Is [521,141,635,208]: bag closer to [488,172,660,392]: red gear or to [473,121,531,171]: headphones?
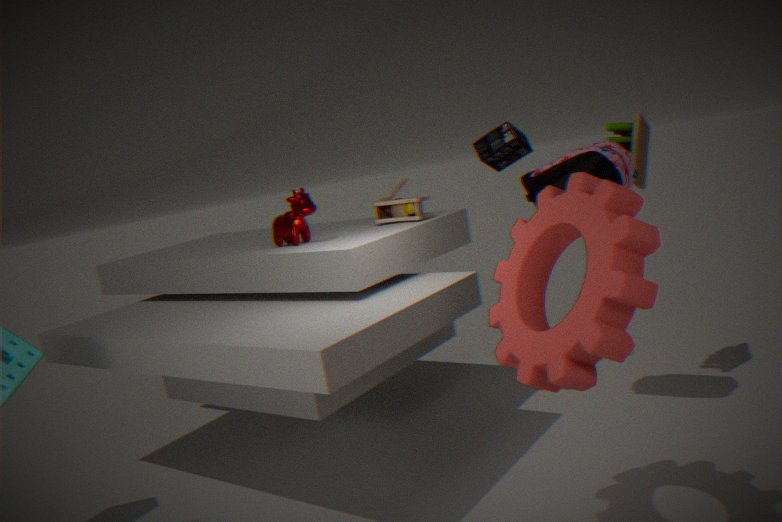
[473,121,531,171]: headphones
